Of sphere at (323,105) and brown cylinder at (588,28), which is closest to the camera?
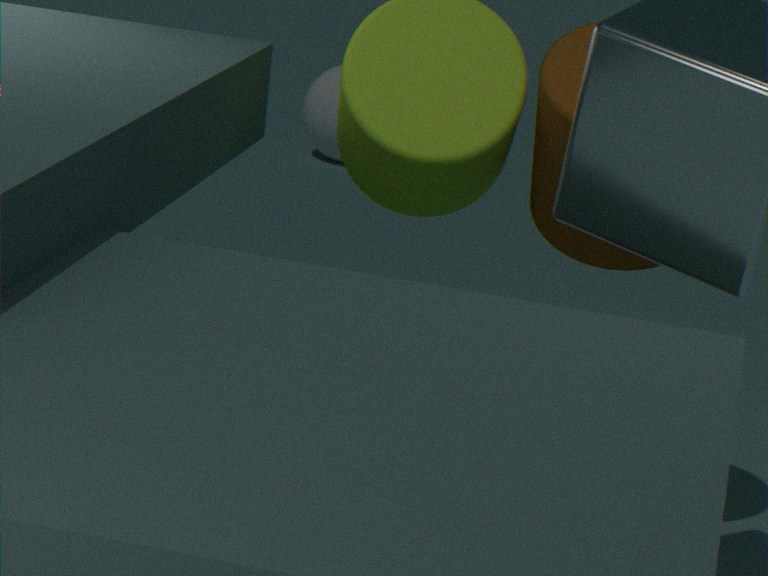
brown cylinder at (588,28)
